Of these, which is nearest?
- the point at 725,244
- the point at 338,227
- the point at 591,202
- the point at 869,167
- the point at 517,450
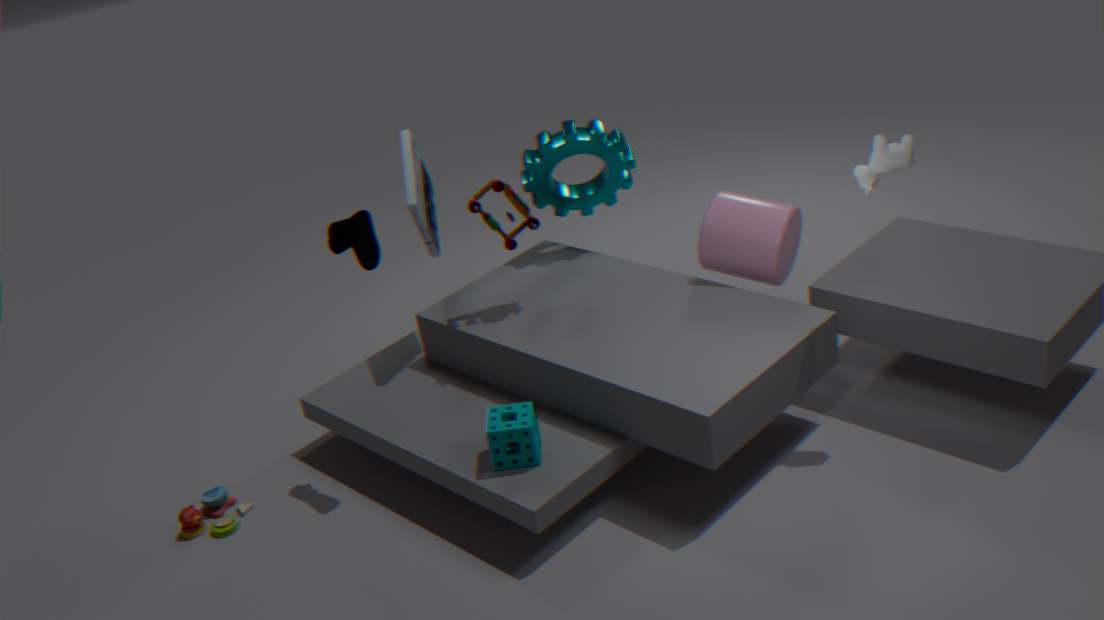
the point at 869,167
